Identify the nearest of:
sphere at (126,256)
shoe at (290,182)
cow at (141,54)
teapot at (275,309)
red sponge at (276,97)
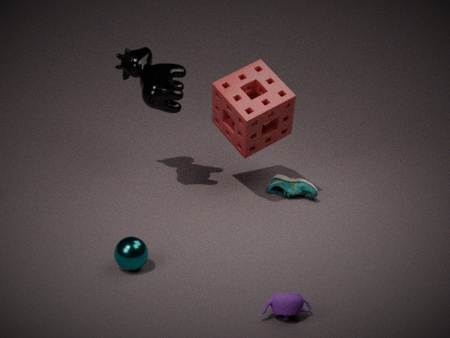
teapot at (275,309)
